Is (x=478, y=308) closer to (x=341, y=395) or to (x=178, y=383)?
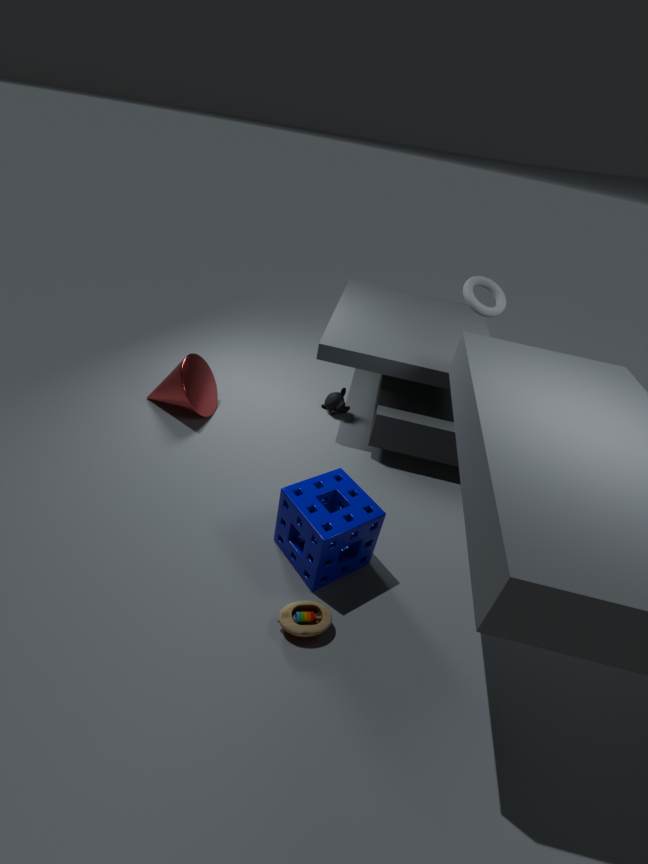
(x=341, y=395)
